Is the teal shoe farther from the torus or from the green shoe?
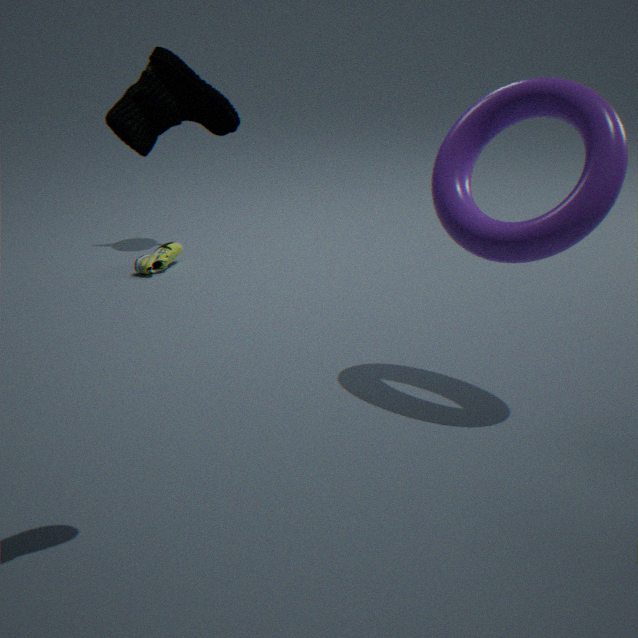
the green shoe
